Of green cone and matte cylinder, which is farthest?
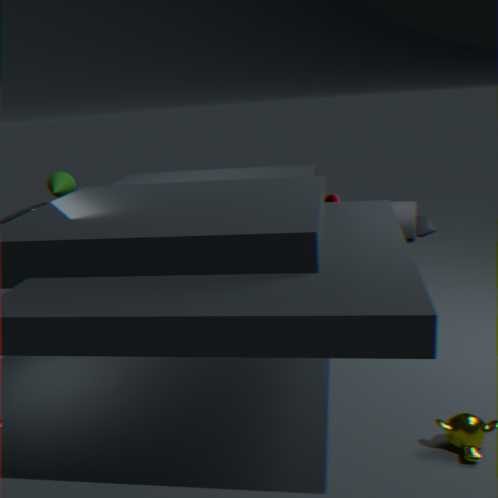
matte cylinder
